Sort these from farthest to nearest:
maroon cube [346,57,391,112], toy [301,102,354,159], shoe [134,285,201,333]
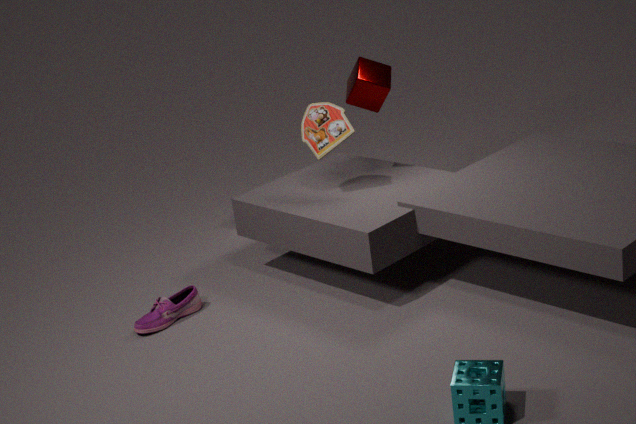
maroon cube [346,57,391,112] < toy [301,102,354,159] < shoe [134,285,201,333]
